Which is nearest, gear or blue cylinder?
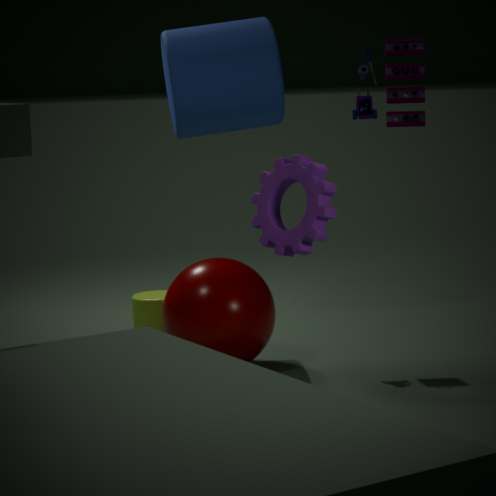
gear
